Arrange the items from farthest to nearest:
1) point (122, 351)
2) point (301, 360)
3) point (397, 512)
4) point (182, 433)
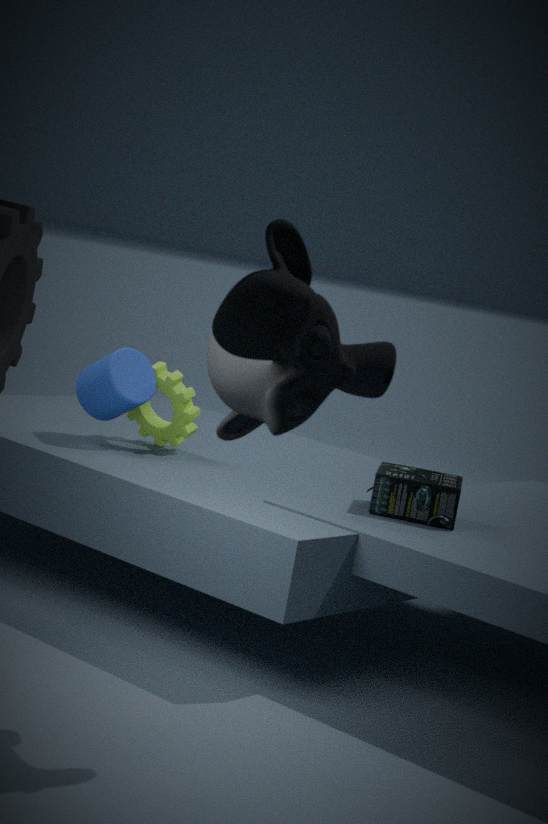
1. 4. point (182, 433)
2. 1. point (122, 351)
3. 3. point (397, 512)
4. 2. point (301, 360)
